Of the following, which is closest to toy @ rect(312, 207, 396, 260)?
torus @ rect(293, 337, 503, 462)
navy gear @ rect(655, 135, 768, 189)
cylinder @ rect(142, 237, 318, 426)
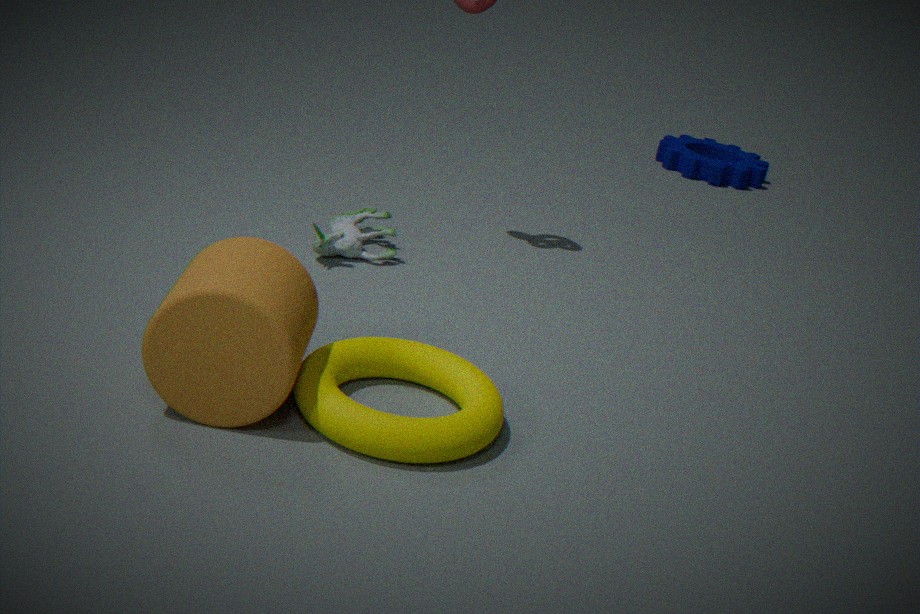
torus @ rect(293, 337, 503, 462)
